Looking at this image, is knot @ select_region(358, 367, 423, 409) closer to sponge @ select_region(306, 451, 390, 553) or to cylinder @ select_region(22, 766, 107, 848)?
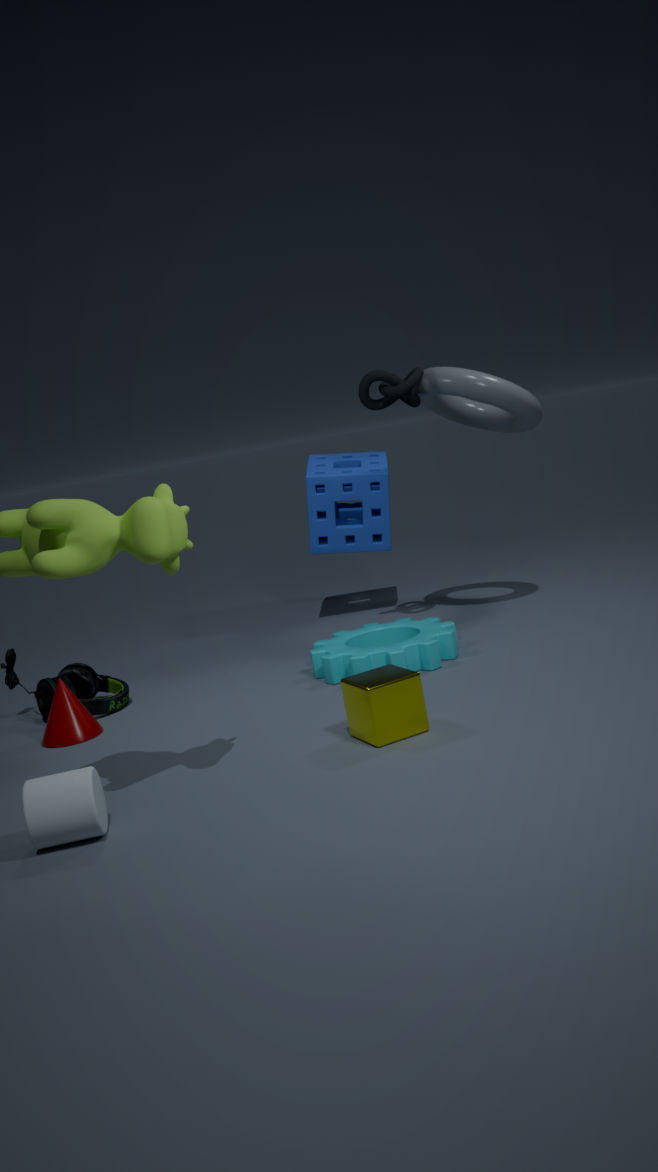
sponge @ select_region(306, 451, 390, 553)
